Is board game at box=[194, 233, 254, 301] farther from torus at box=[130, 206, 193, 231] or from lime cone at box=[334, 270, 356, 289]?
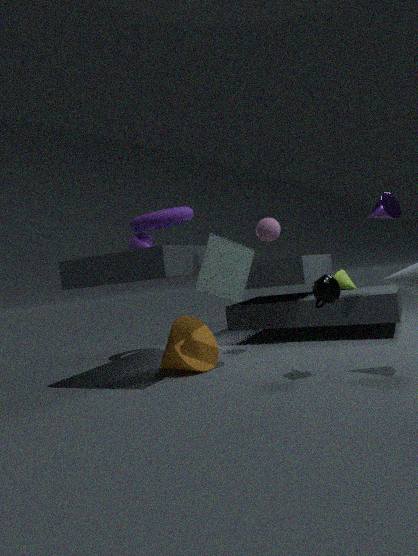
lime cone at box=[334, 270, 356, 289]
